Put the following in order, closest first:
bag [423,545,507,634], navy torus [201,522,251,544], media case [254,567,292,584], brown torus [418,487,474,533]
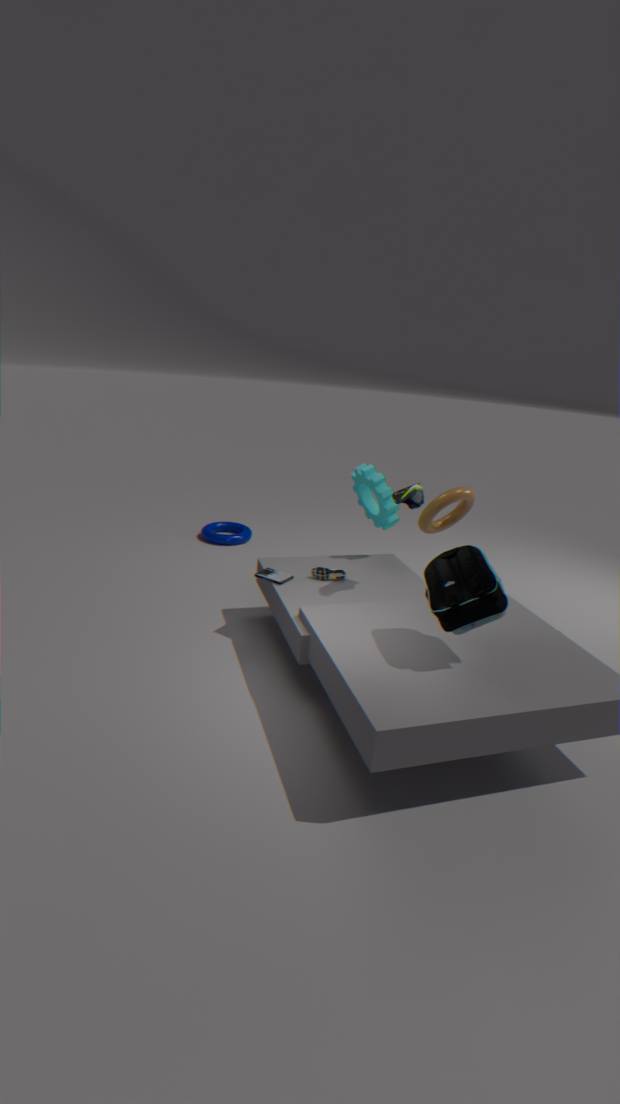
1. bag [423,545,507,634]
2. media case [254,567,292,584]
3. brown torus [418,487,474,533]
4. navy torus [201,522,251,544]
